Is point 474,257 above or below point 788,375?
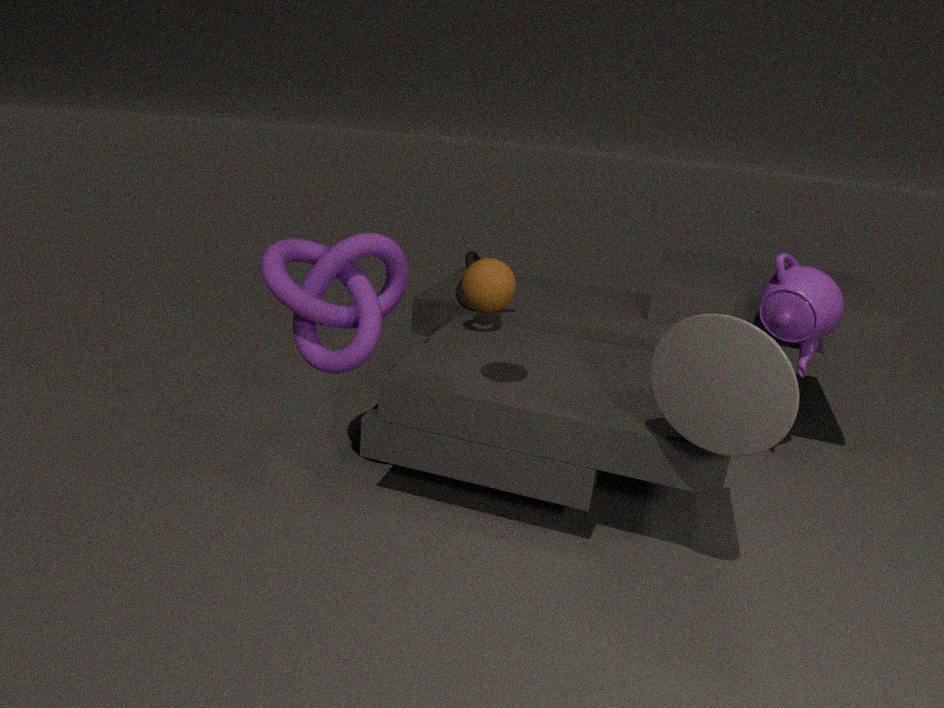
below
